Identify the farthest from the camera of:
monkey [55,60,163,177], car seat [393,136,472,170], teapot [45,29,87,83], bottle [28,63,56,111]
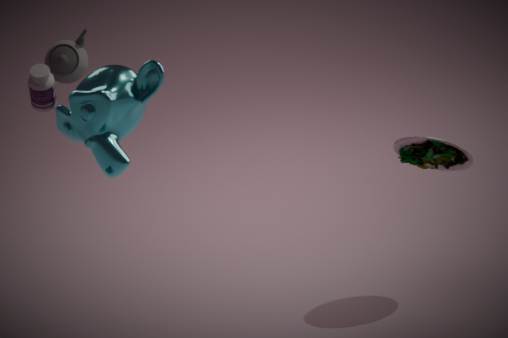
car seat [393,136,472,170]
